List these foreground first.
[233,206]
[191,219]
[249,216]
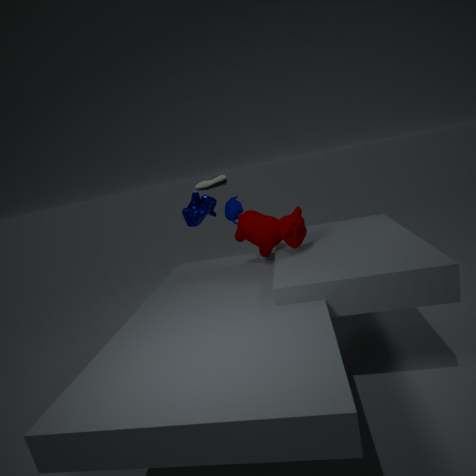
1. [249,216]
2. [233,206]
3. [191,219]
